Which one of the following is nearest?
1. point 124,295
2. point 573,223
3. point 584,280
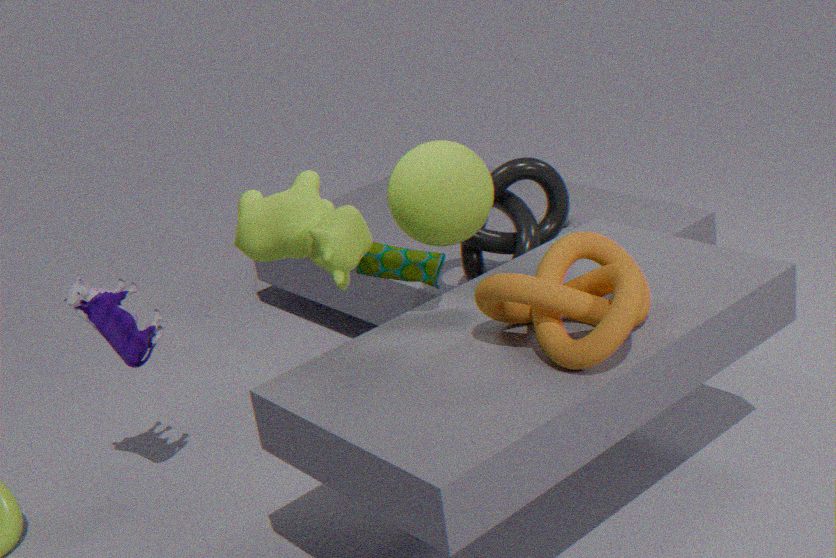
point 584,280
